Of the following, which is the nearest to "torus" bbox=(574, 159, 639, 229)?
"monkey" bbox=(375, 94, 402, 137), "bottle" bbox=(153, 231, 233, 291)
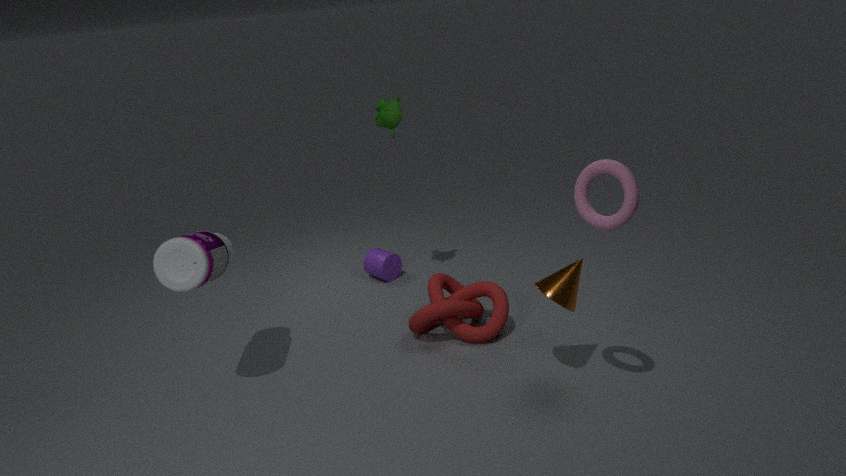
"monkey" bbox=(375, 94, 402, 137)
